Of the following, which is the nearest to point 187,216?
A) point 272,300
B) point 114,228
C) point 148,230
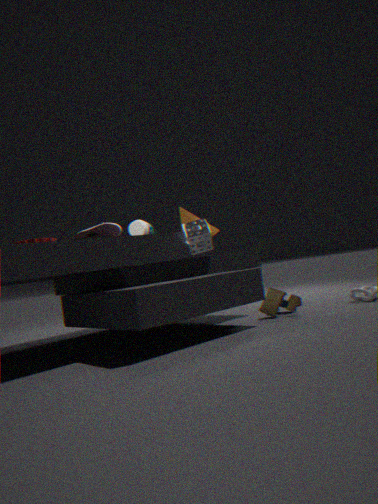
point 148,230
